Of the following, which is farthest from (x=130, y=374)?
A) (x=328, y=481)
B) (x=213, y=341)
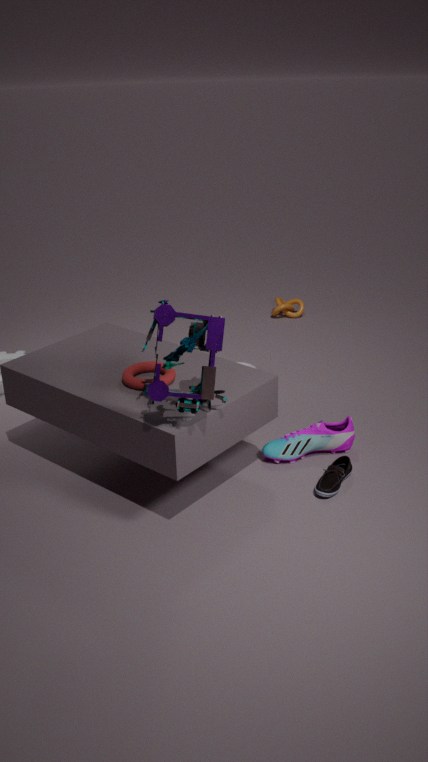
(x=328, y=481)
